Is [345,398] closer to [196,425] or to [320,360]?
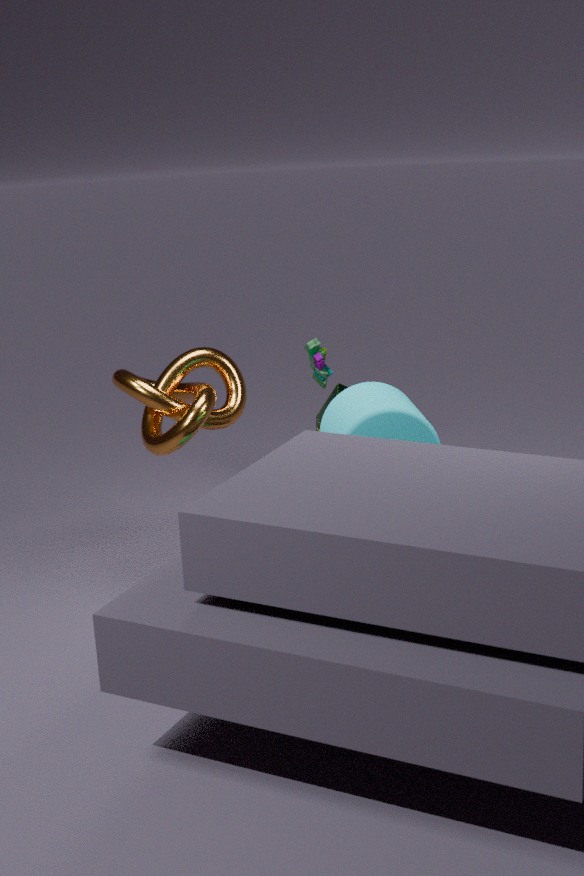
[196,425]
